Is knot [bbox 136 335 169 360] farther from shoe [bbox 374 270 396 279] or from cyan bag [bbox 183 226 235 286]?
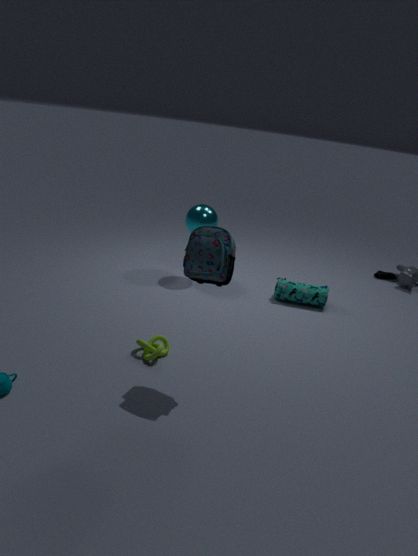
shoe [bbox 374 270 396 279]
